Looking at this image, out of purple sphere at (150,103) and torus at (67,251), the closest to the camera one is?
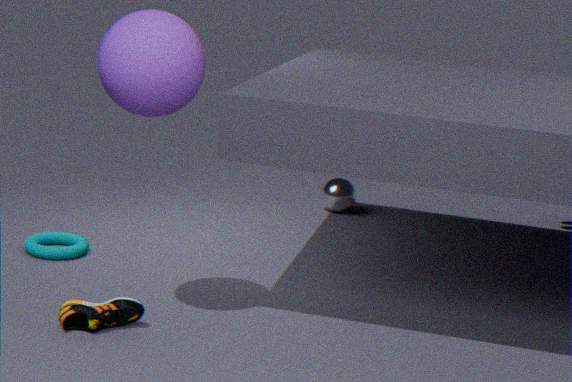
purple sphere at (150,103)
